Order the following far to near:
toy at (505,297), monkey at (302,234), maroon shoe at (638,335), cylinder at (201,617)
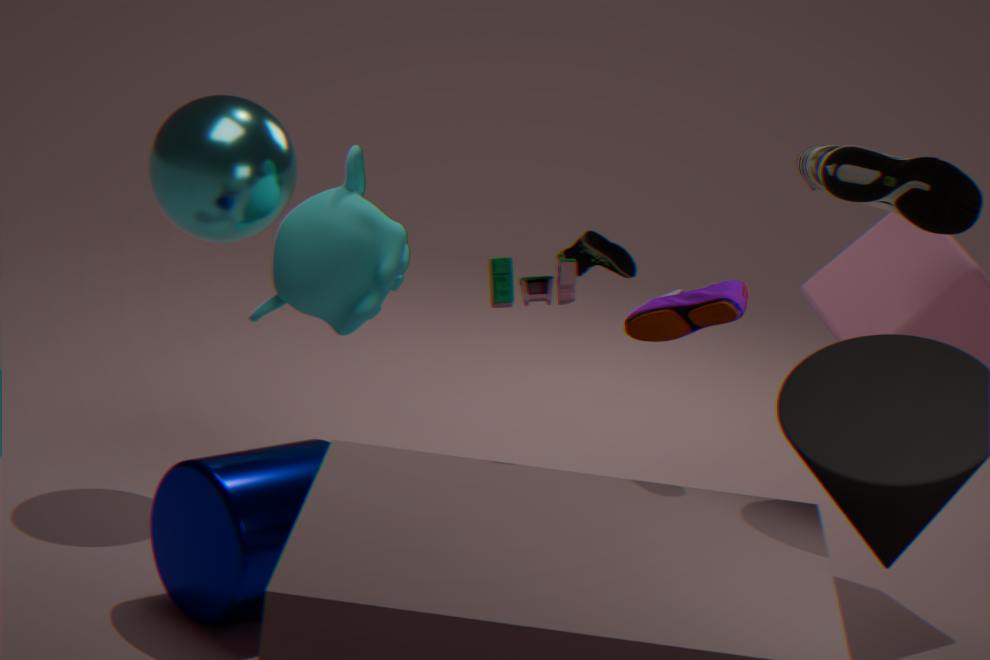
monkey at (302,234) → cylinder at (201,617) → toy at (505,297) → maroon shoe at (638,335)
